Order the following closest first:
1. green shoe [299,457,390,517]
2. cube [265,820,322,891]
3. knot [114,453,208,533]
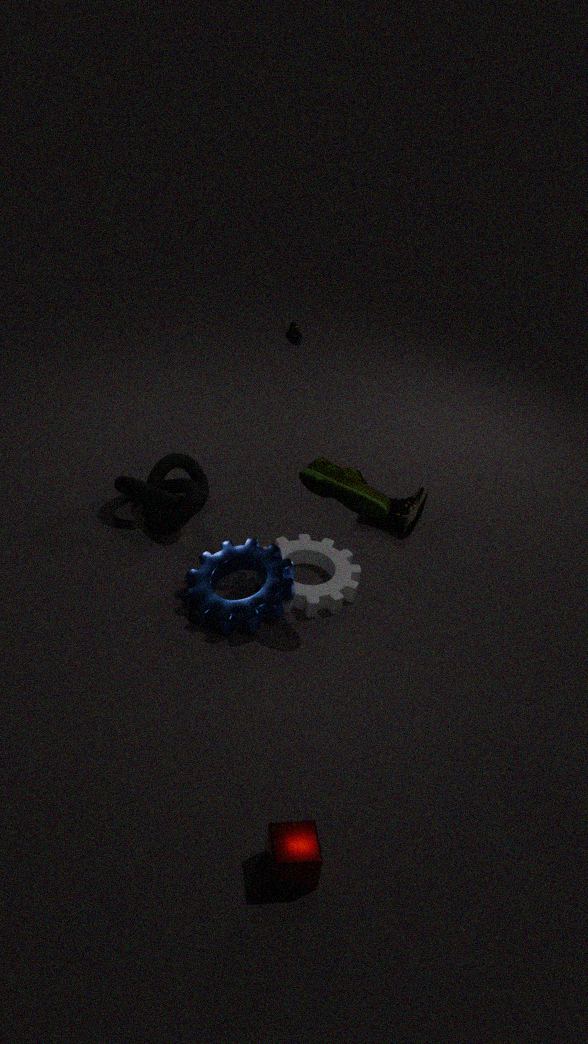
cube [265,820,322,891], green shoe [299,457,390,517], knot [114,453,208,533]
